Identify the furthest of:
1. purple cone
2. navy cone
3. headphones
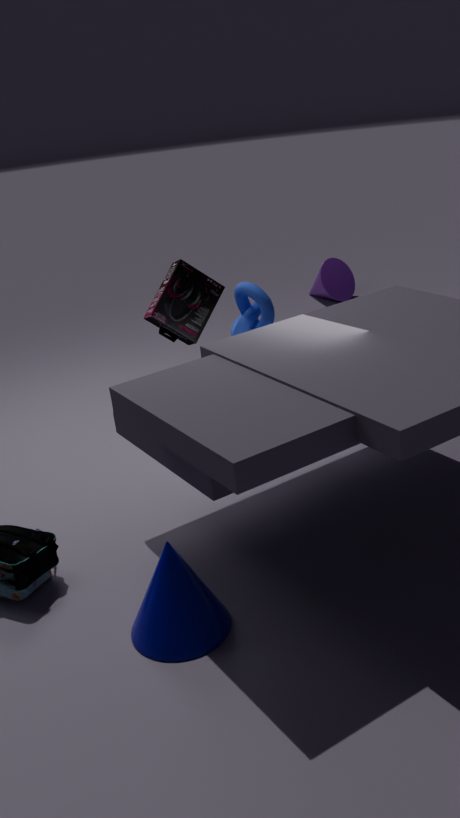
purple cone
